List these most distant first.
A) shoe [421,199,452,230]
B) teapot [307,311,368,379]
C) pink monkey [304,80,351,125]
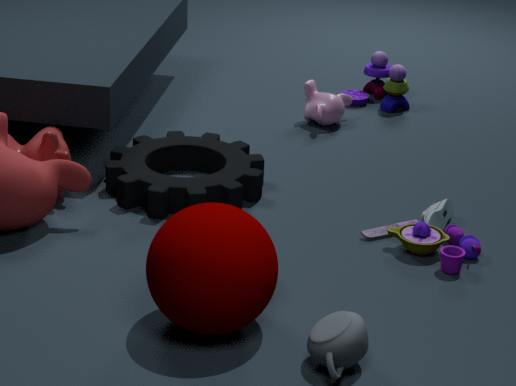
→ pink monkey [304,80,351,125] → shoe [421,199,452,230] → teapot [307,311,368,379]
